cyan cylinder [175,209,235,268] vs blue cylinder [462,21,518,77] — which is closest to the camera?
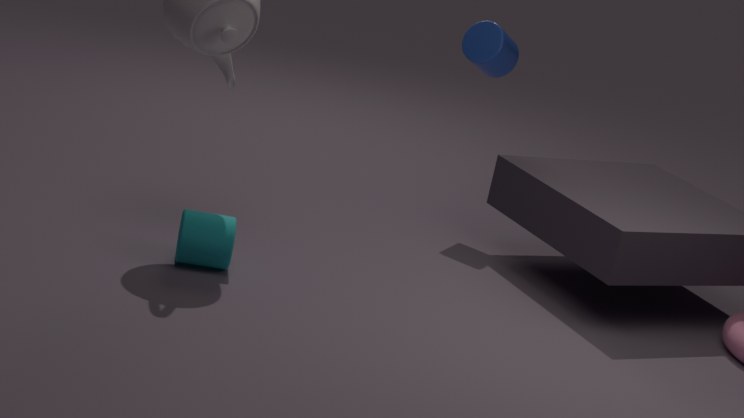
cyan cylinder [175,209,235,268]
